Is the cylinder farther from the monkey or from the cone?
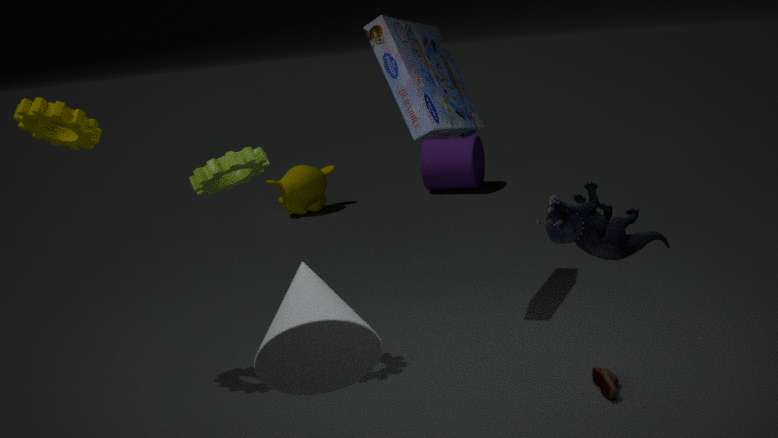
the cone
